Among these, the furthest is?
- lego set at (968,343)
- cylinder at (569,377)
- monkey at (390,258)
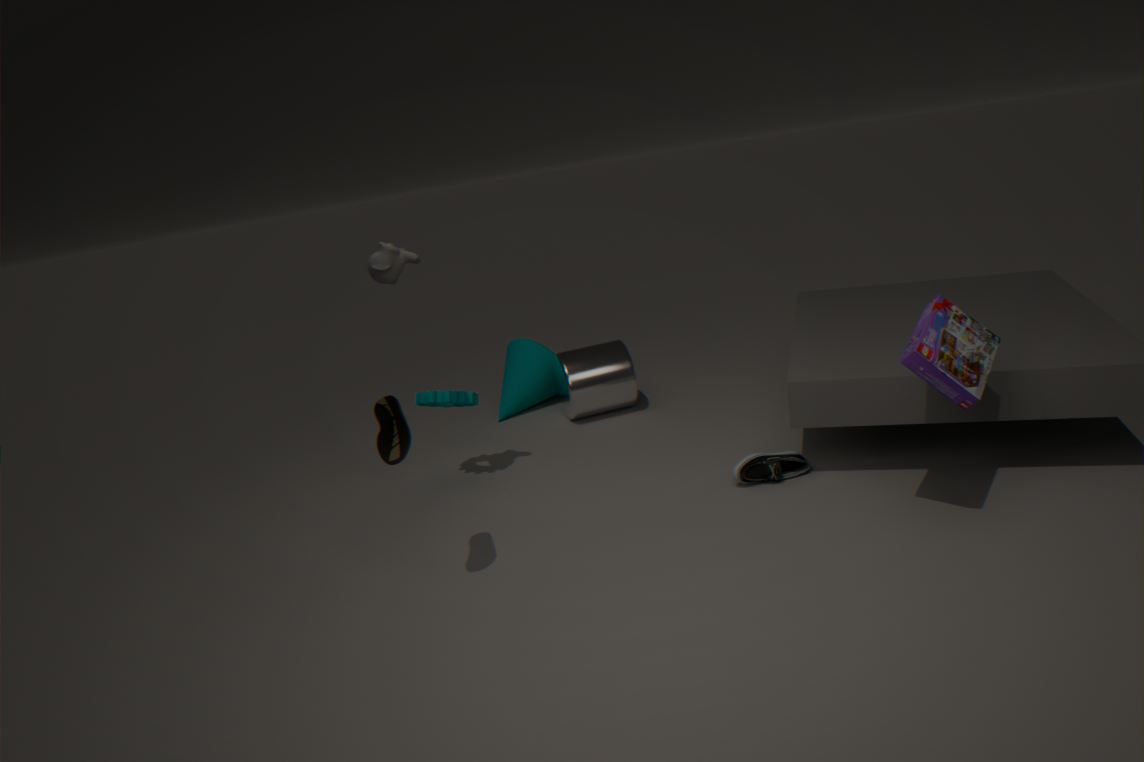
cylinder at (569,377)
